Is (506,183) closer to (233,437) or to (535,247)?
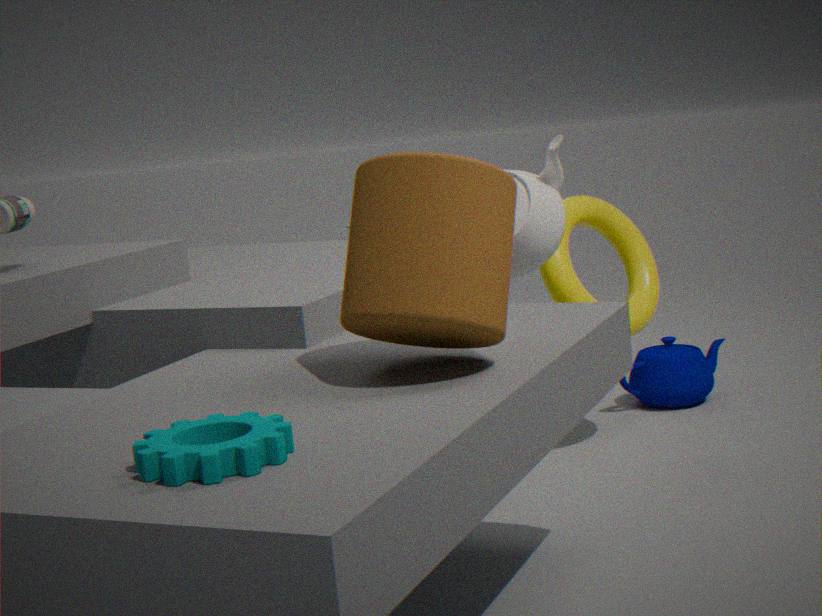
(233,437)
